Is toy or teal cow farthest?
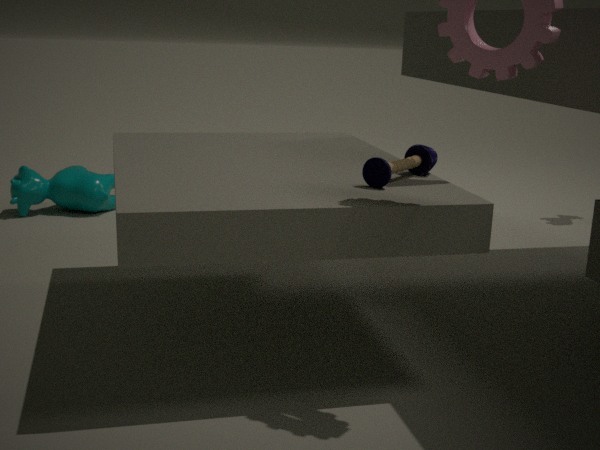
teal cow
